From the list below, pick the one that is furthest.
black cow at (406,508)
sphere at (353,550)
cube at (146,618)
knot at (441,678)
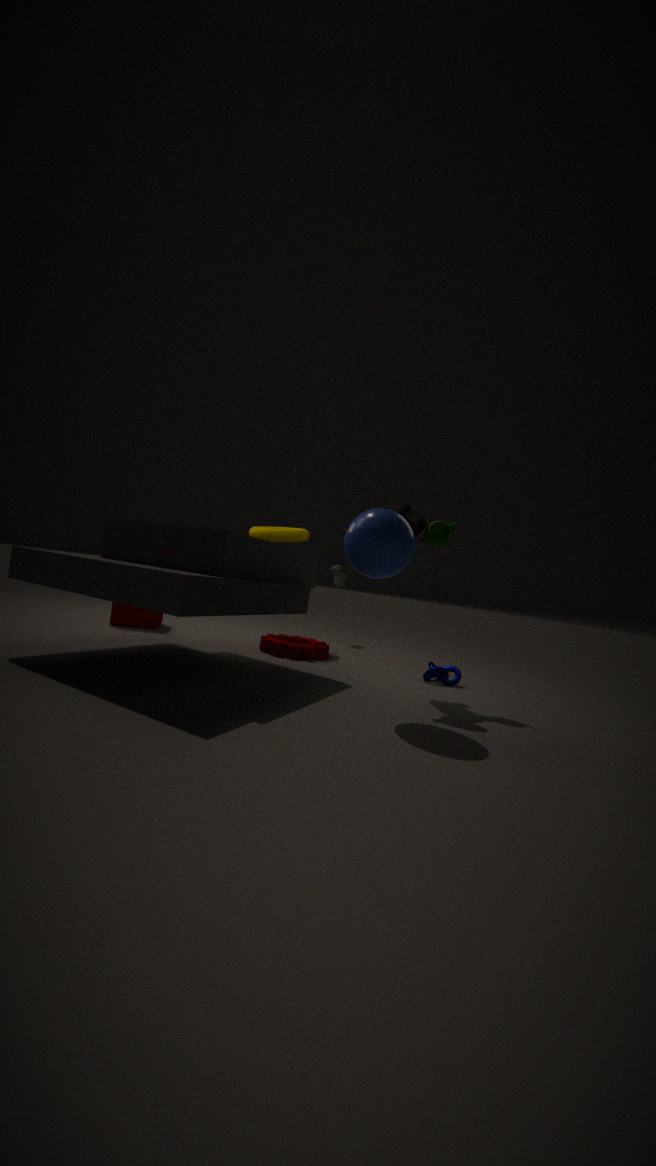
cube at (146,618)
